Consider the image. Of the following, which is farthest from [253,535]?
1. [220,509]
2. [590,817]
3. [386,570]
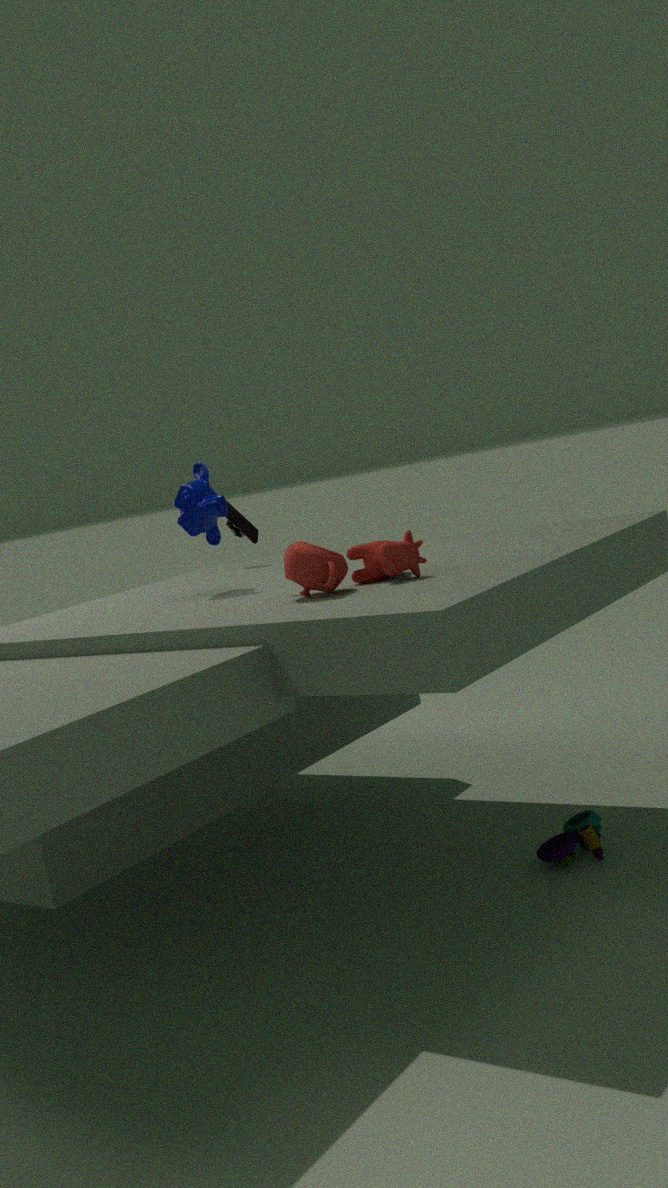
[590,817]
